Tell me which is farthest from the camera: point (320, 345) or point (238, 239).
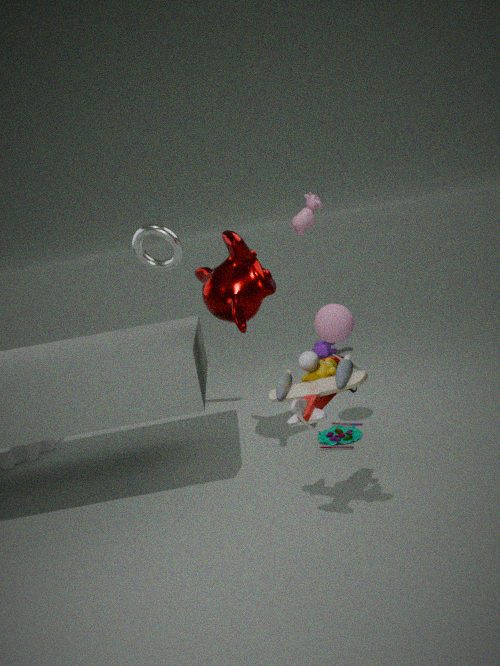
point (320, 345)
